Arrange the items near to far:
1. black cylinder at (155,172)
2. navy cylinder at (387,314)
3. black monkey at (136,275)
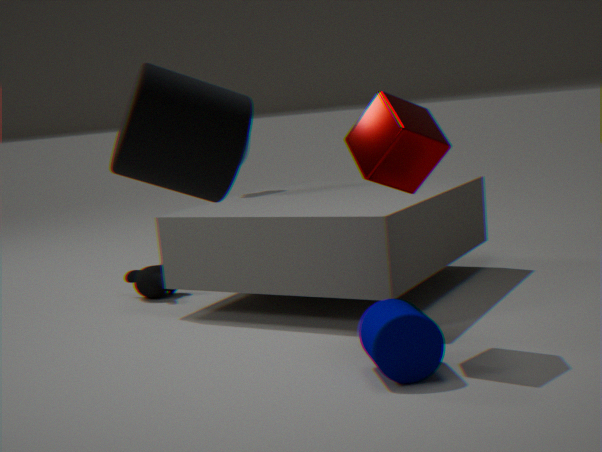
1. black cylinder at (155,172)
2. navy cylinder at (387,314)
3. black monkey at (136,275)
